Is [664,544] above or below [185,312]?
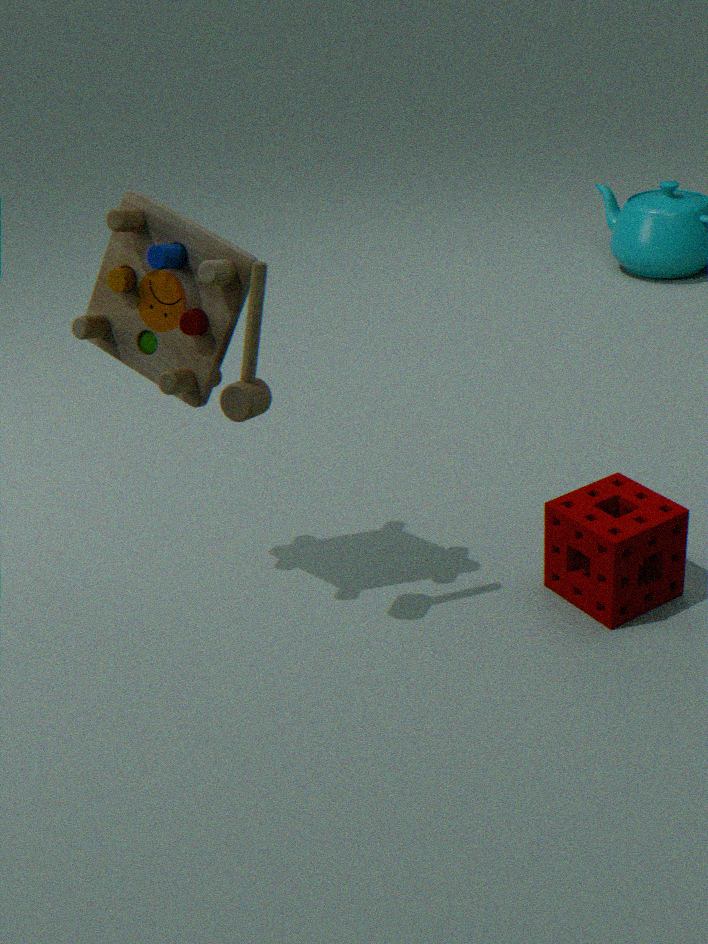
below
